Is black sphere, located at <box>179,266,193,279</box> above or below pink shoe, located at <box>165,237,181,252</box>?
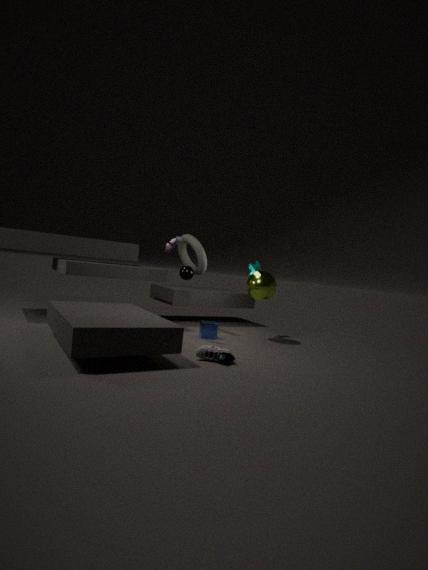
below
